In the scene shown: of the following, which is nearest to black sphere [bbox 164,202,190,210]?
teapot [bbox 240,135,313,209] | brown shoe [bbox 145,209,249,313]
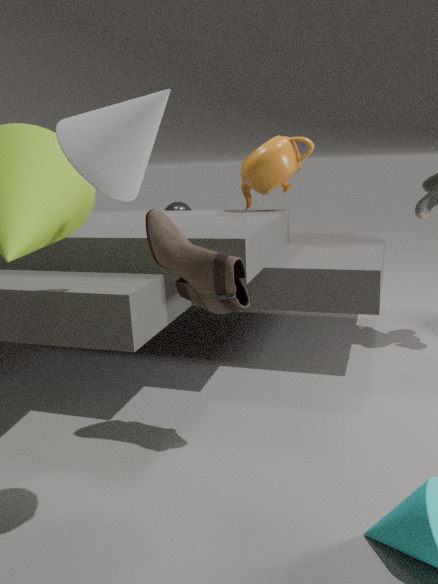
teapot [bbox 240,135,313,209]
